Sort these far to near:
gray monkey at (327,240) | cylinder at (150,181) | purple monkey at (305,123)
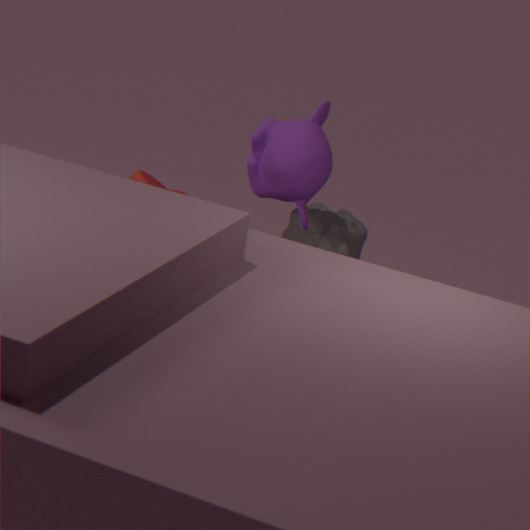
1. gray monkey at (327,240)
2. purple monkey at (305,123)
3. cylinder at (150,181)
